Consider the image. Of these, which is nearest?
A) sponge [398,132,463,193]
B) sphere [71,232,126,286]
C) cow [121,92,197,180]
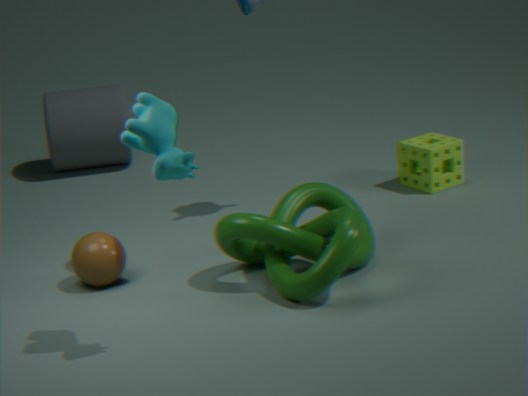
cow [121,92,197,180]
